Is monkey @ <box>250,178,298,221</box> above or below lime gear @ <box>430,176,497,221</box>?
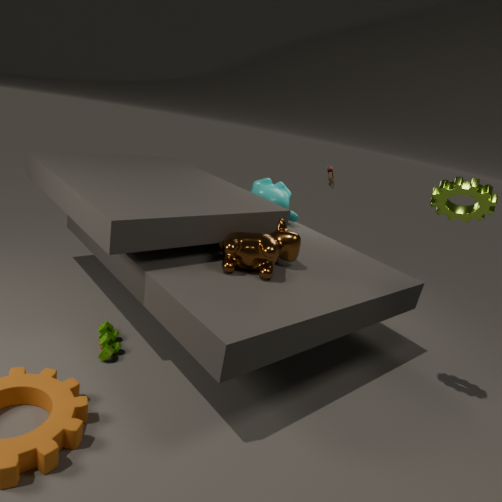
below
